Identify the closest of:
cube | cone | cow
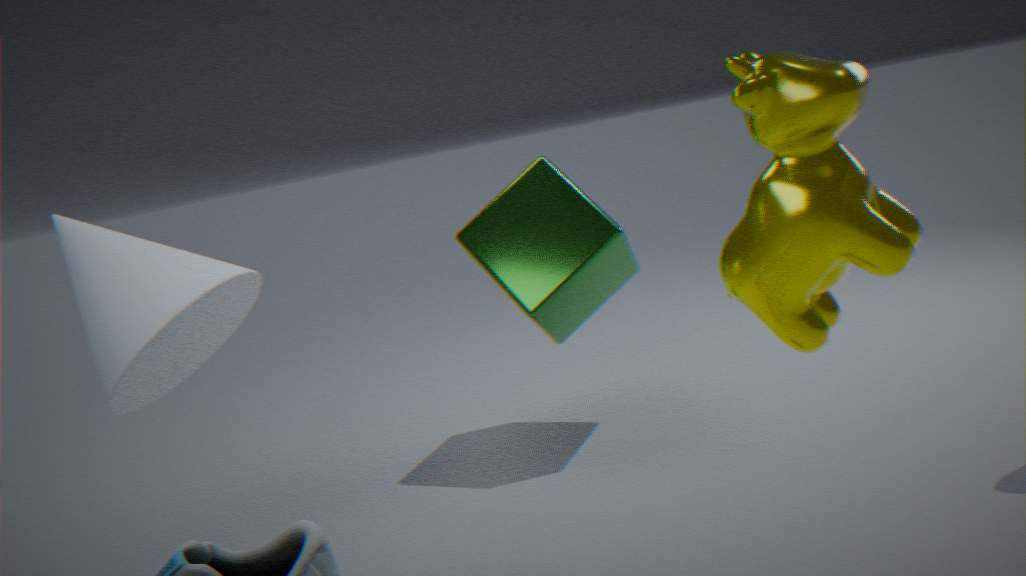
cow
